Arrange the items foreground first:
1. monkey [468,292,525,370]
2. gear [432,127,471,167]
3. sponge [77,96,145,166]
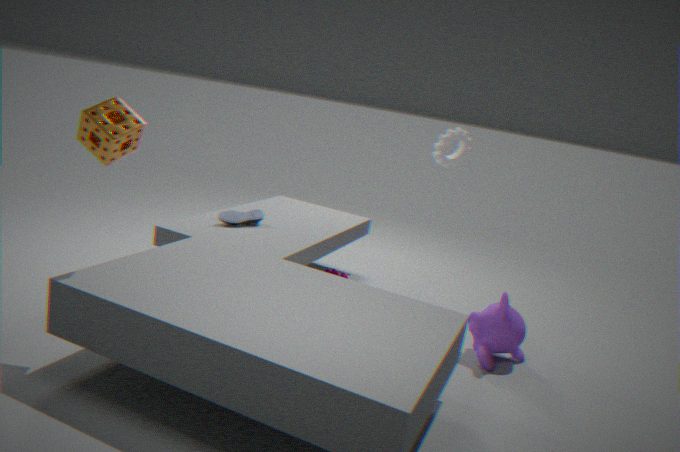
sponge [77,96,145,166], monkey [468,292,525,370], gear [432,127,471,167]
